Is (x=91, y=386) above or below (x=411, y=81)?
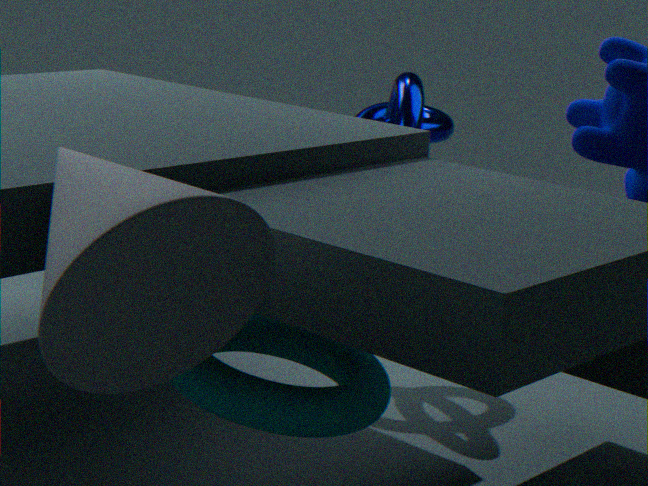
above
